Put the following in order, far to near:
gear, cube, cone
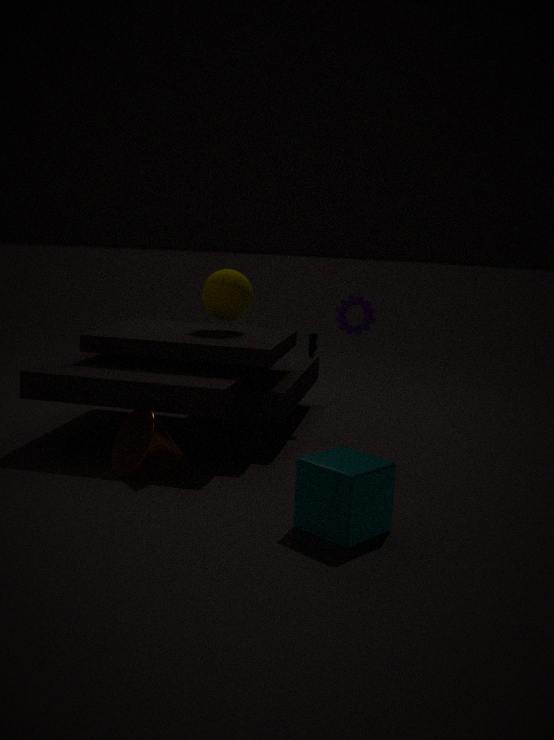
gear → cone → cube
